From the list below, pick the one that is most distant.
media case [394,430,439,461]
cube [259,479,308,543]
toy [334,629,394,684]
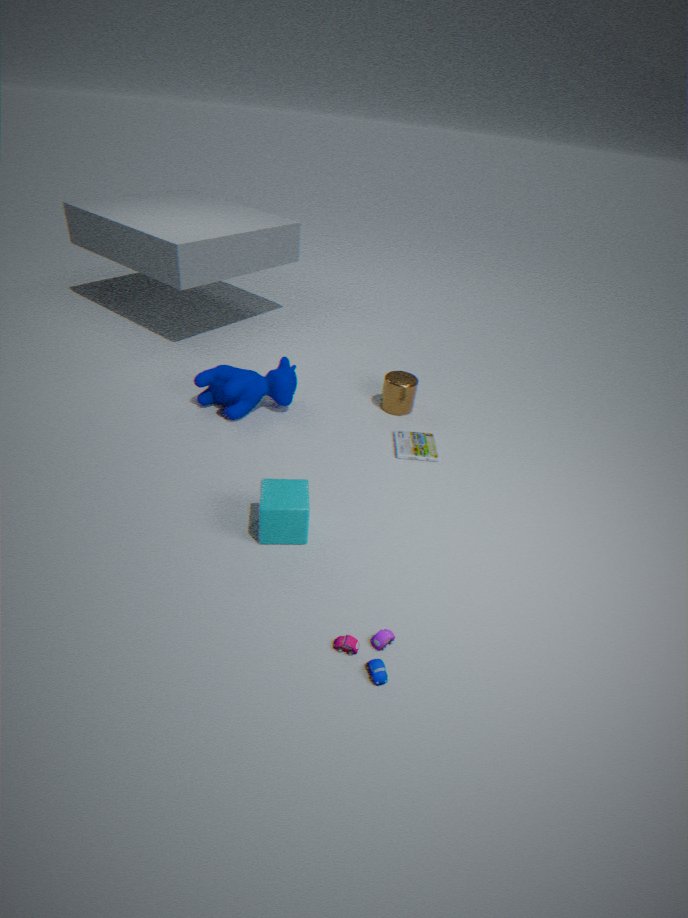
media case [394,430,439,461]
